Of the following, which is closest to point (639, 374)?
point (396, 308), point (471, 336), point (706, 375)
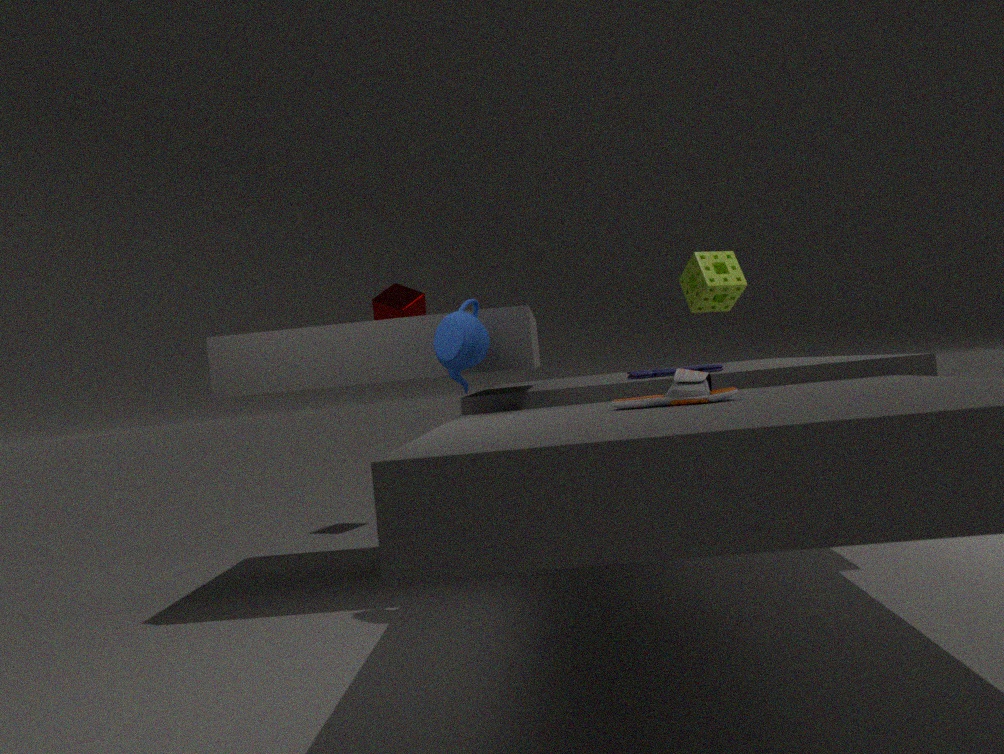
point (706, 375)
